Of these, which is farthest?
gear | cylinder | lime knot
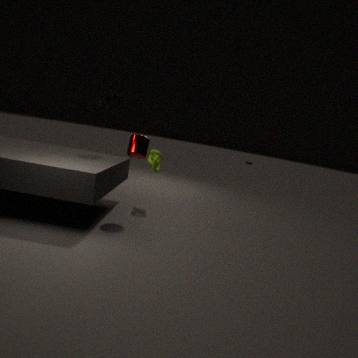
lime knot
